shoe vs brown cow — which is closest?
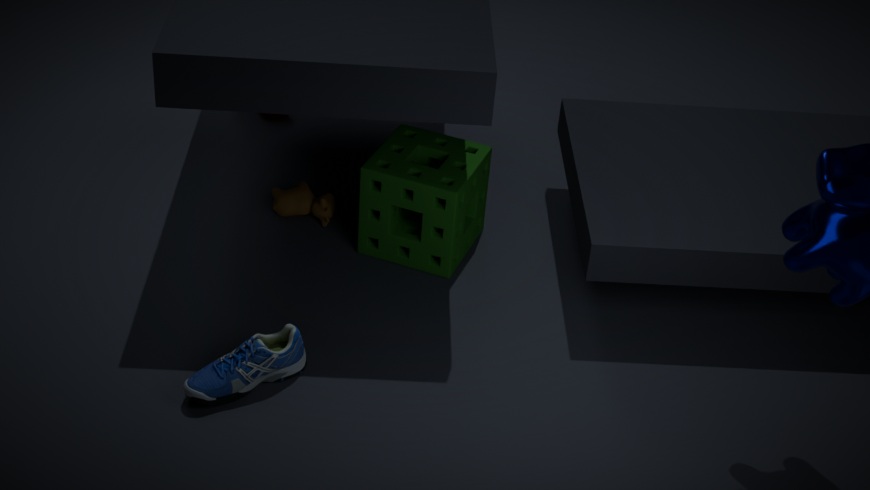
shoe
